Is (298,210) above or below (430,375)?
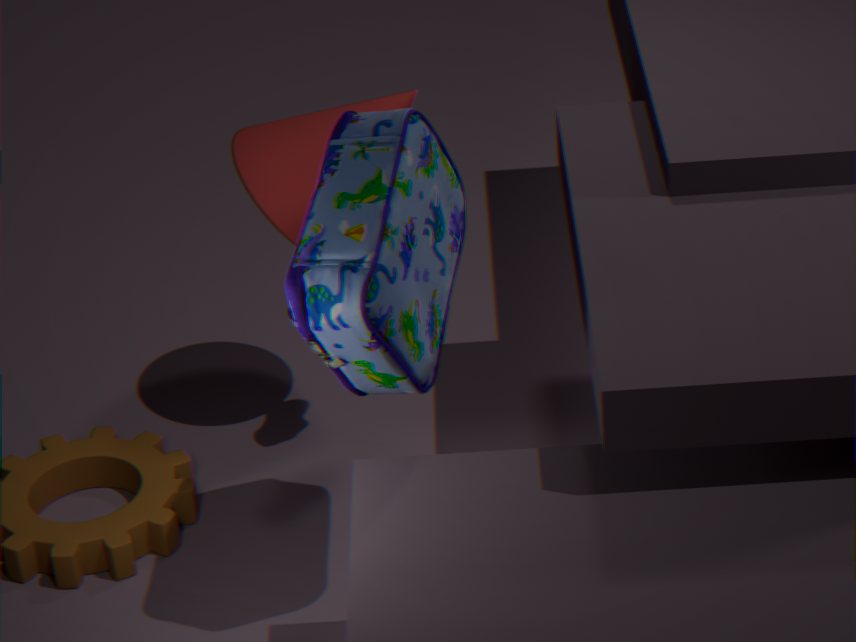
below
